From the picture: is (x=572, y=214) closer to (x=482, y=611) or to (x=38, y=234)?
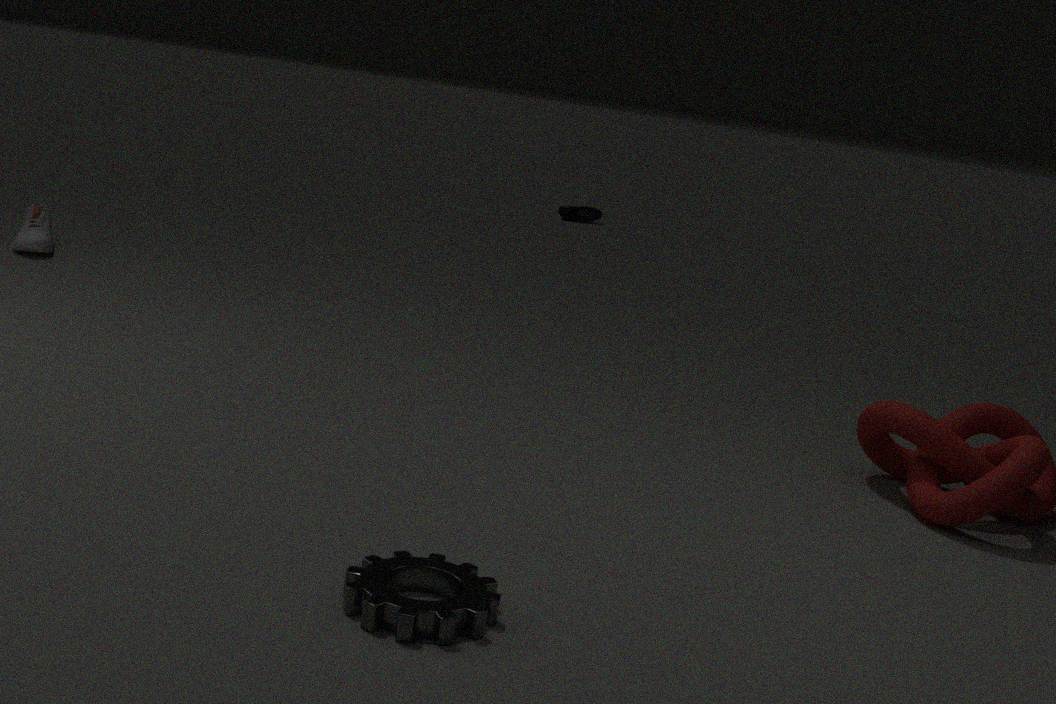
(x=38, y=234)
